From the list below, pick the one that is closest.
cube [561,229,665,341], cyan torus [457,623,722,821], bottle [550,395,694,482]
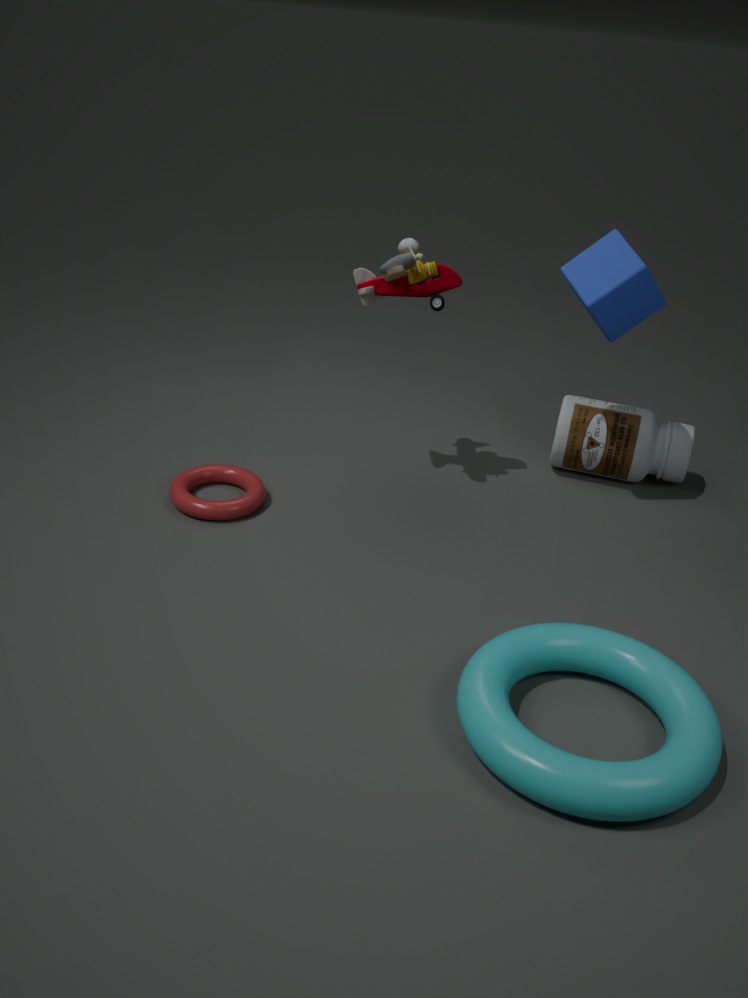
cyan torus [457,623,722,821]
